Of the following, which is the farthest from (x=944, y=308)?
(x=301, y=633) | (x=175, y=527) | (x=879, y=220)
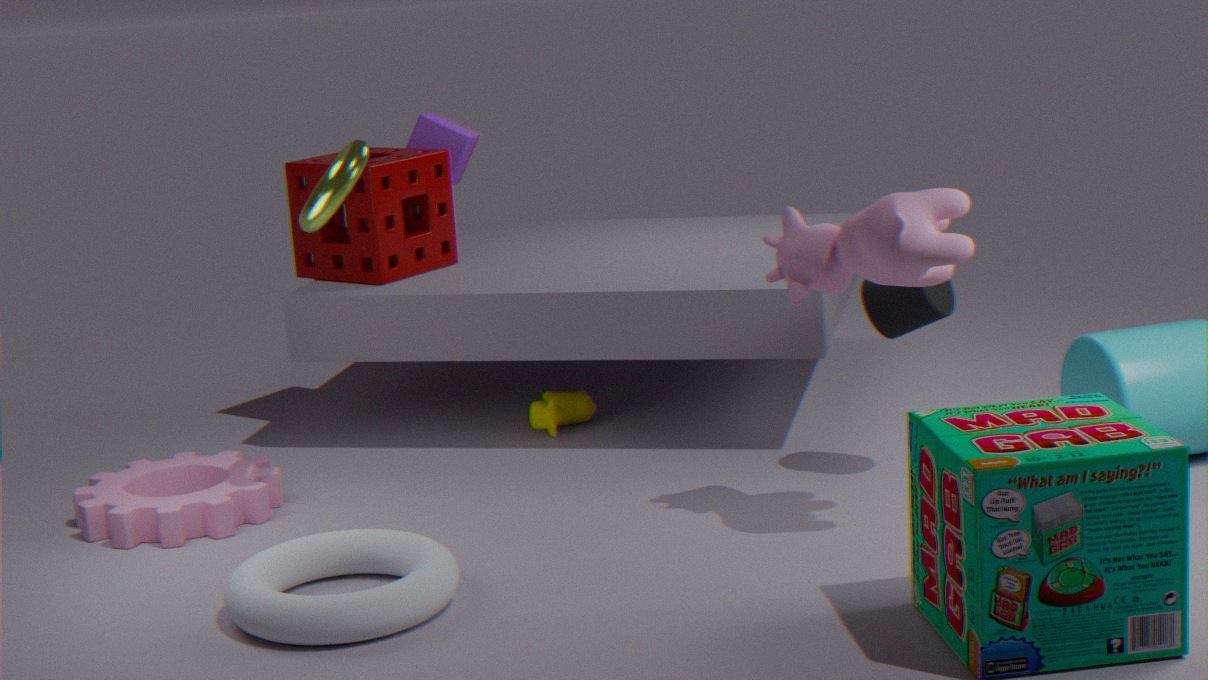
(x=175, y=527)
